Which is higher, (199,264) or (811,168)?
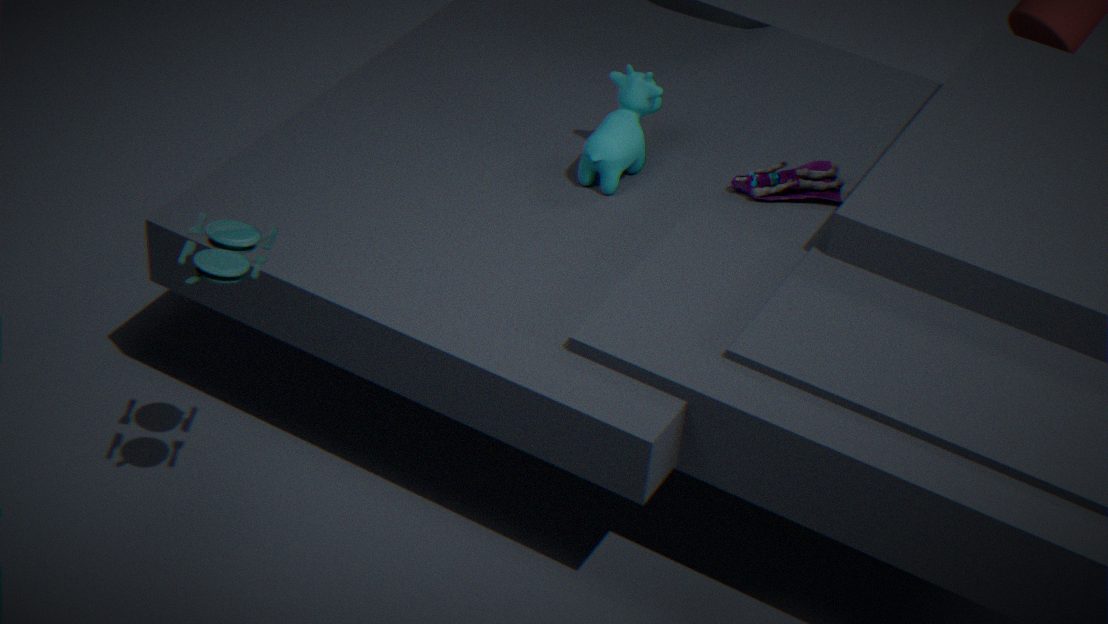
(199,264)
